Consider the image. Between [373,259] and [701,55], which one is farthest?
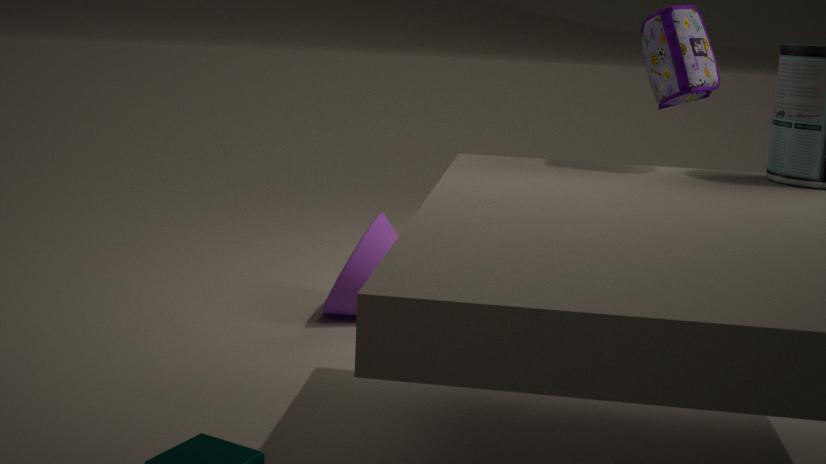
[373,259]
